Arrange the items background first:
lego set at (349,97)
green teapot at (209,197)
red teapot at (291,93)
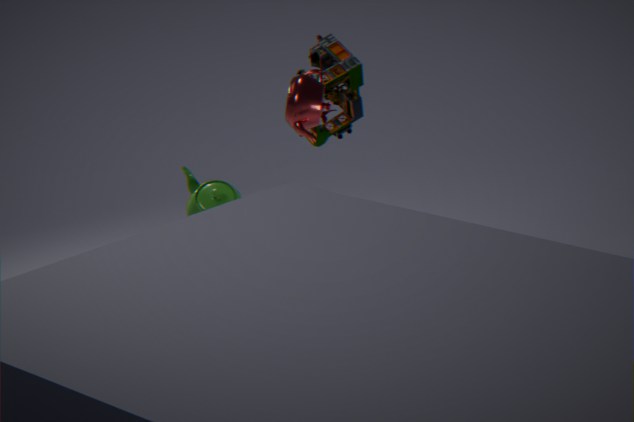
lego set at (349,97) → red teapot at (291,93) → green teapot at (209,197)
